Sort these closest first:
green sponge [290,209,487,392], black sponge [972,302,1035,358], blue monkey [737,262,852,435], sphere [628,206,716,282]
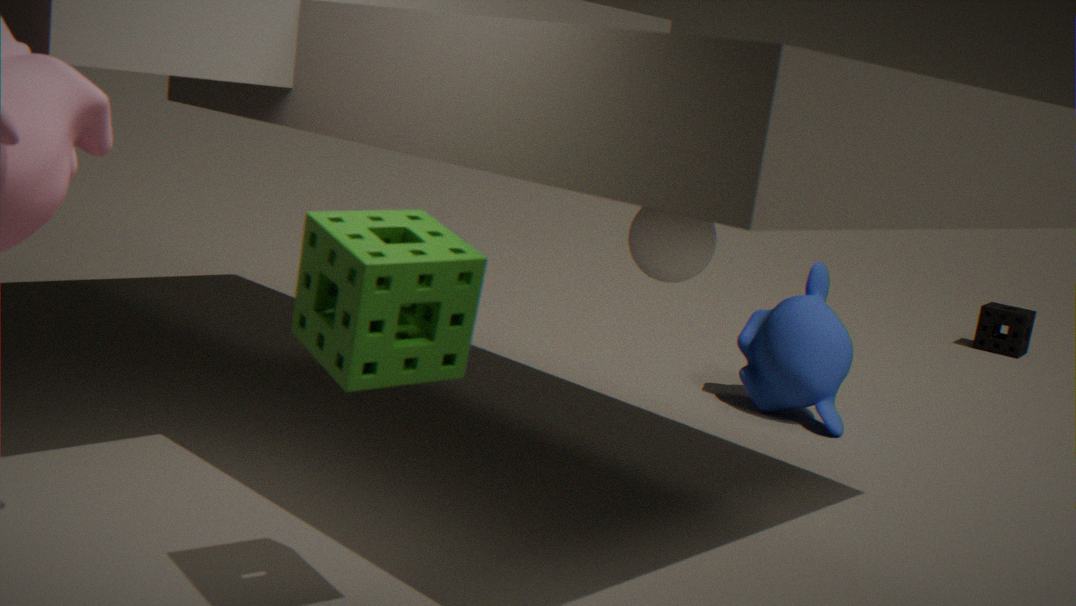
1. green sponge [290,209,487,392]
2. sphere [628,206,716,282]
3. blue monkey [737,262,852,435]
4. black sponge [972,302,1035,358]
